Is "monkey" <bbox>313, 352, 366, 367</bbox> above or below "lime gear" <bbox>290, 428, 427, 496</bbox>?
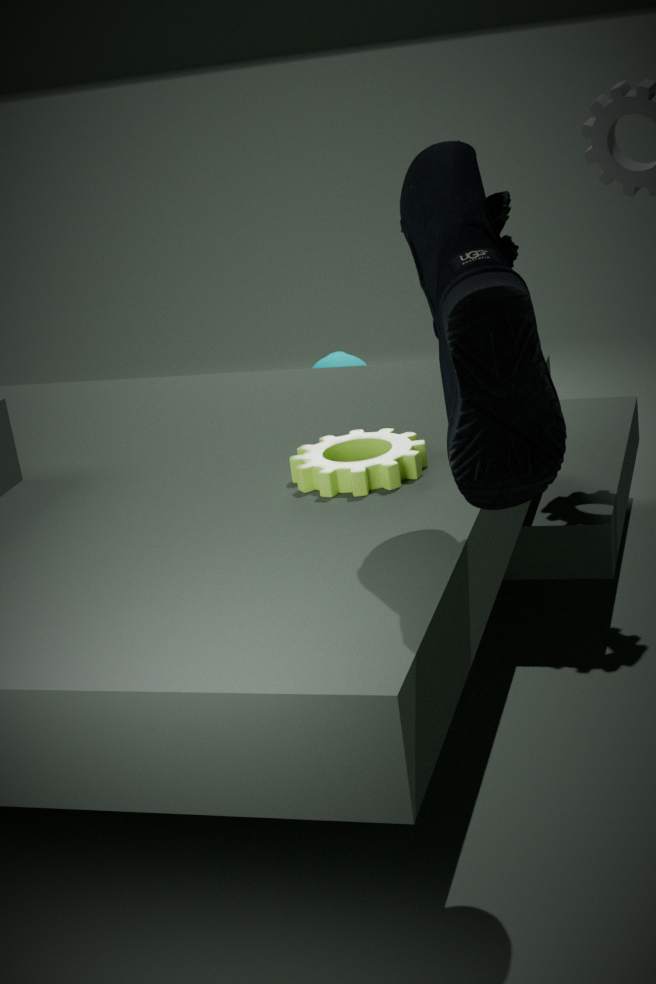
below
